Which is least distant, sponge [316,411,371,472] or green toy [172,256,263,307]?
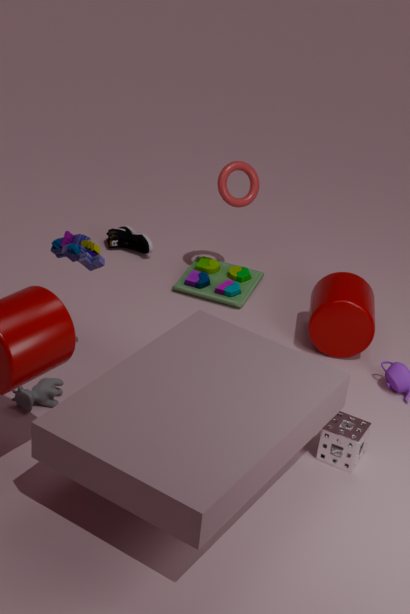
sponge [316,411,371,472]
